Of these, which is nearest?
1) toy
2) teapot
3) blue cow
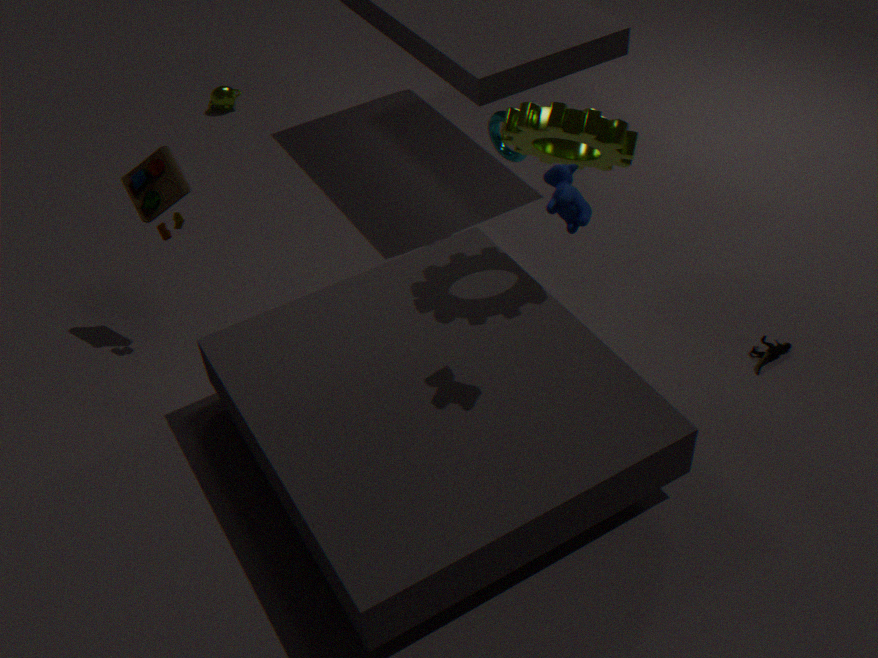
3. blue cow
